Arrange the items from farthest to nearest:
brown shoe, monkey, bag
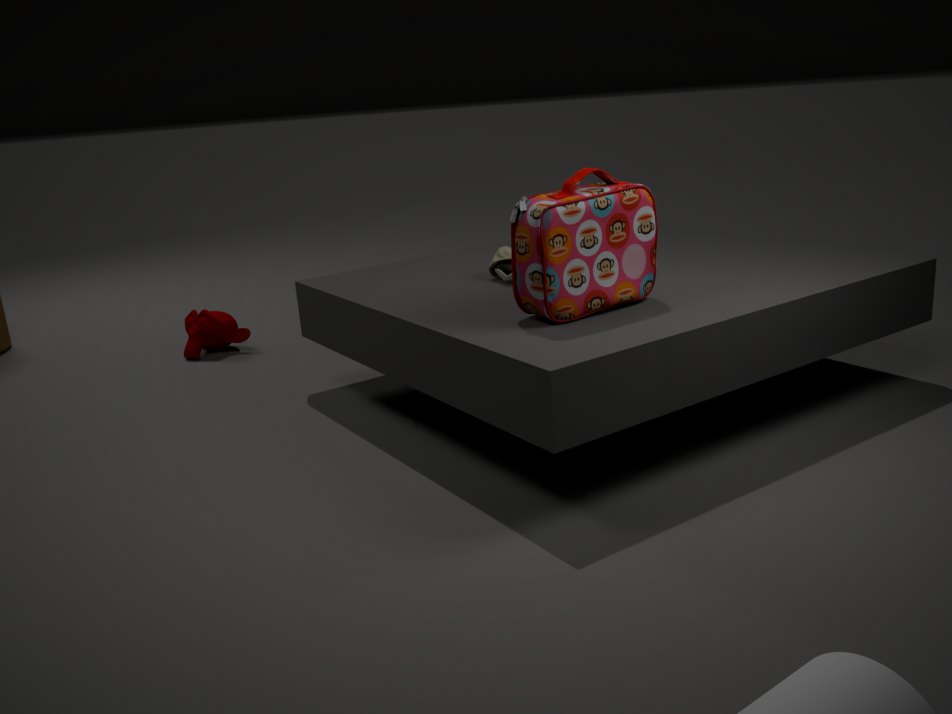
monkey → brown shoe → bag
